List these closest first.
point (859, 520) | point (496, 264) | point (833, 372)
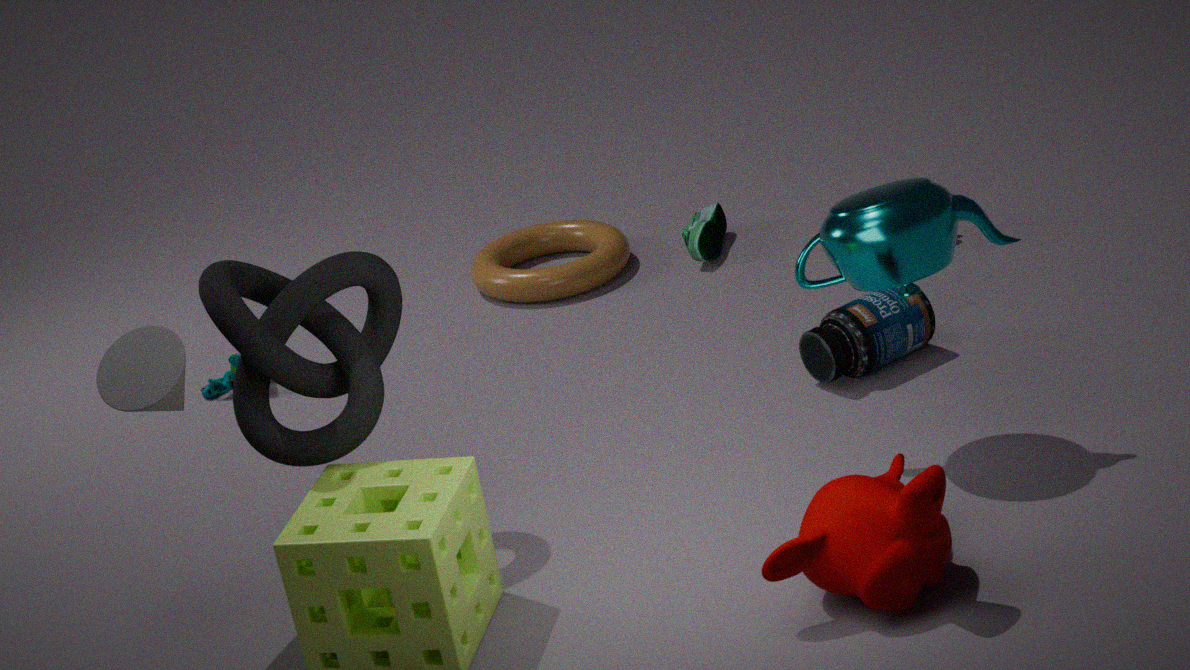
point (859, 520) < point (833, 372) < point (496, 264)
